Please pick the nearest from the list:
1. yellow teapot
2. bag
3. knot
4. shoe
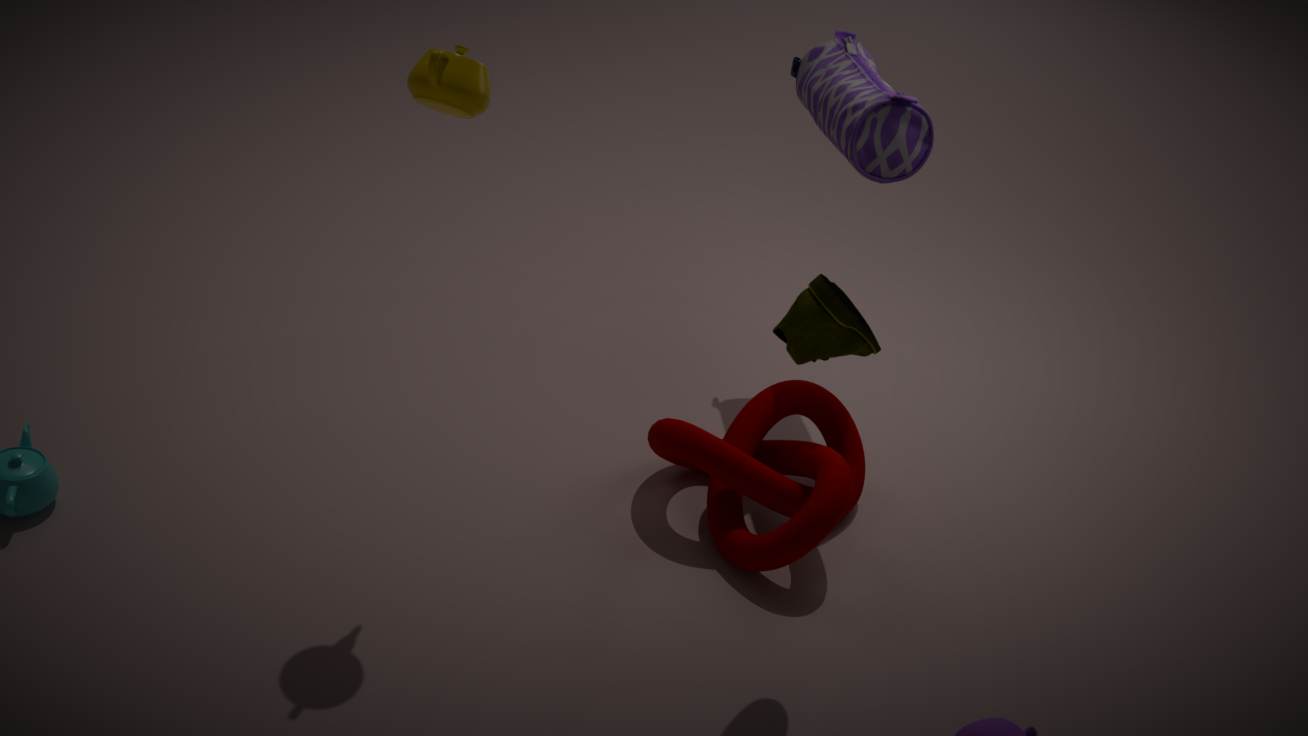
shoe
